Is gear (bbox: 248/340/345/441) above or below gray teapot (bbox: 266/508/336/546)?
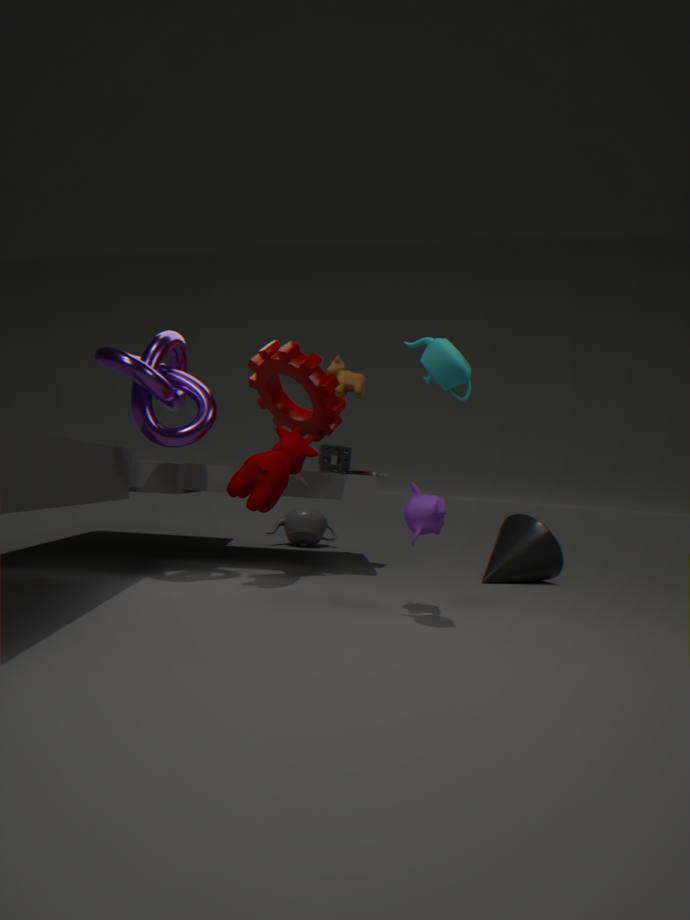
above
